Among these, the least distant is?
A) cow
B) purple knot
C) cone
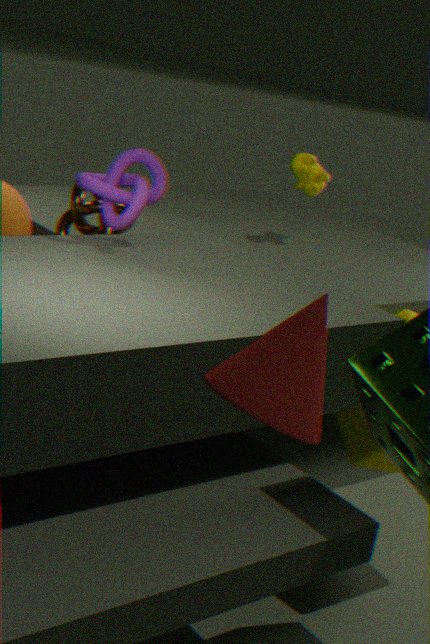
cone
